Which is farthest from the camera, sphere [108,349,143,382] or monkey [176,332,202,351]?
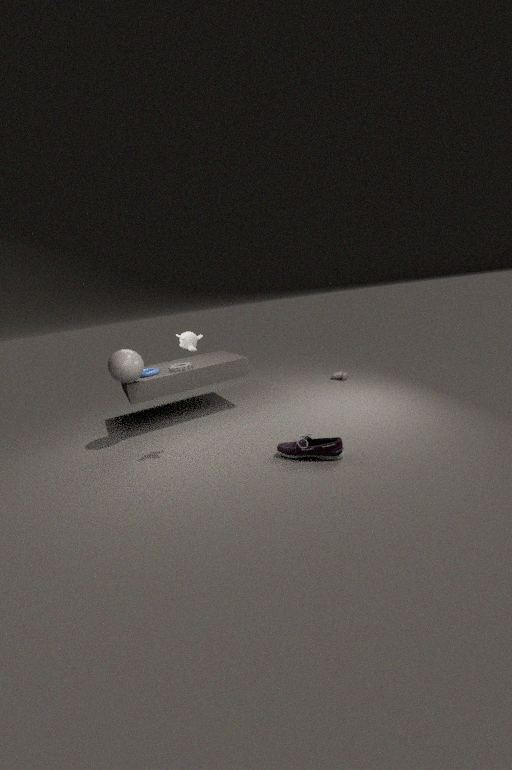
sphere [108,349,143,382]
